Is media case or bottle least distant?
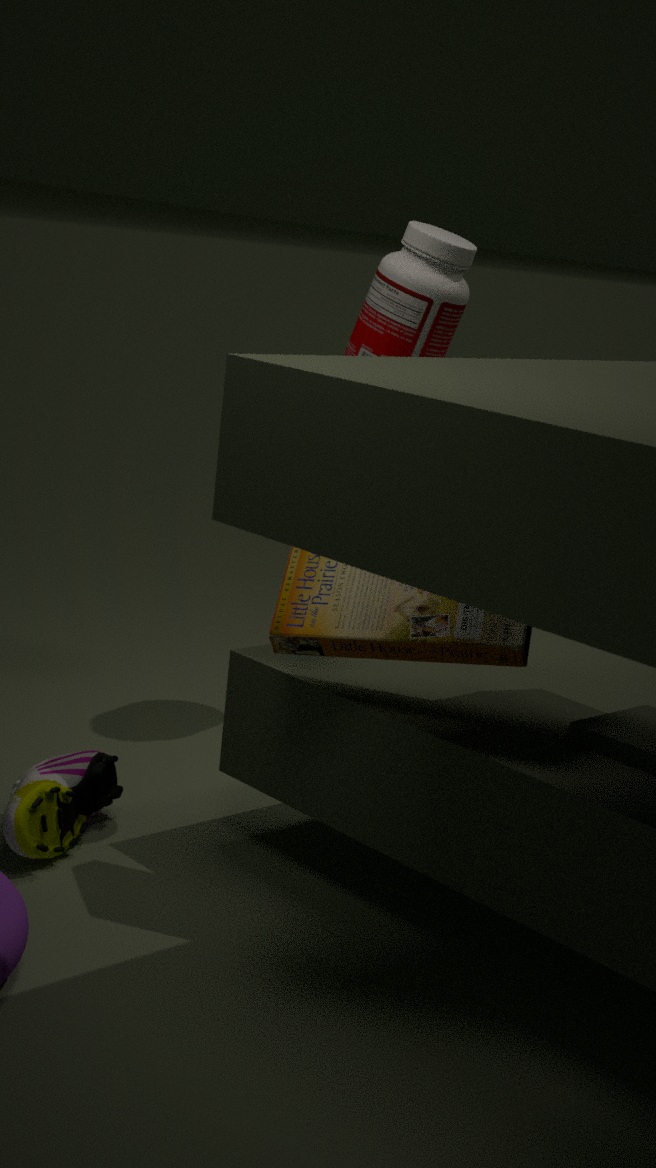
media case
